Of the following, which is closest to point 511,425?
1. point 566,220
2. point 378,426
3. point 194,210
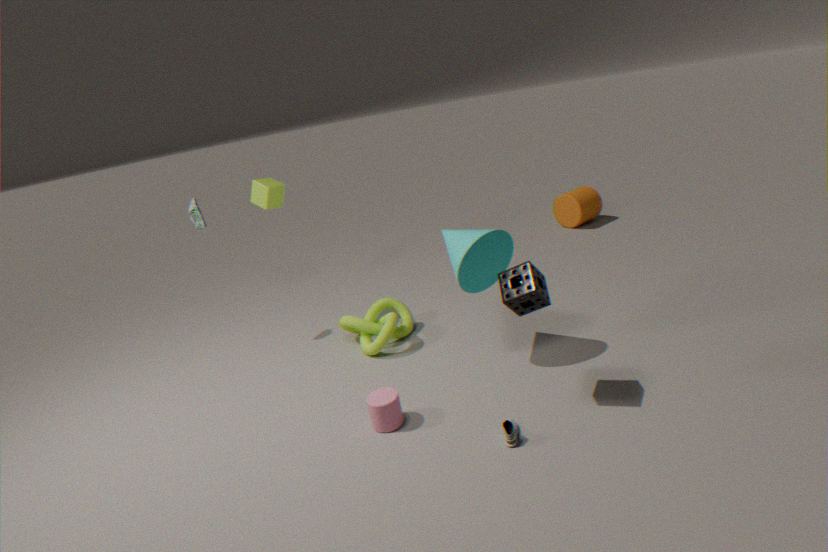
point 378,426
